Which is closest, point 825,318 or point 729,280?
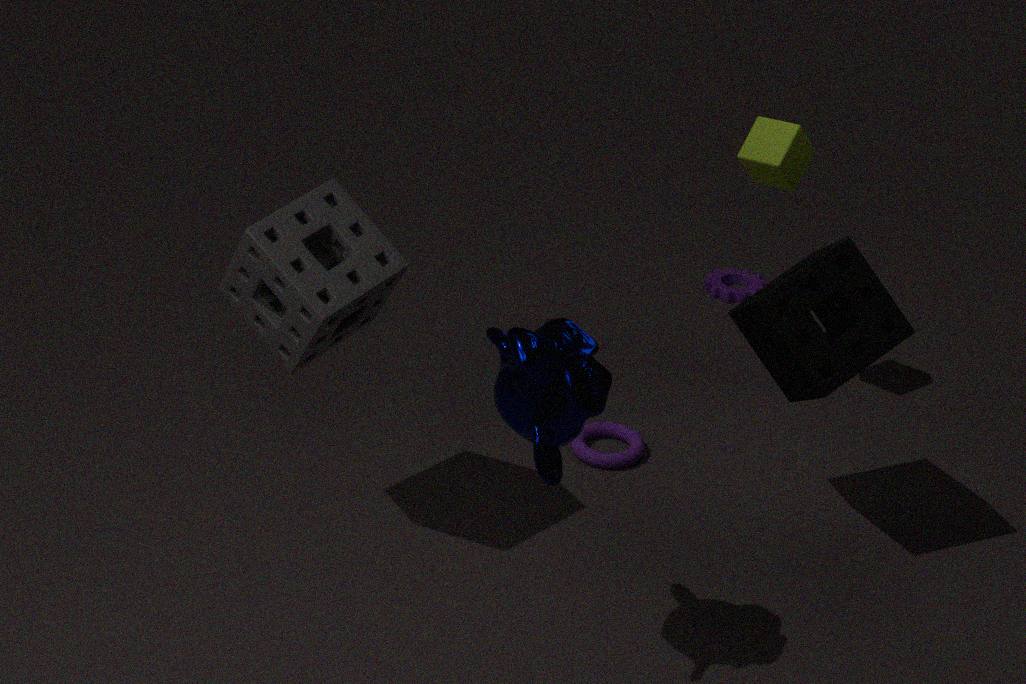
point 825,318
